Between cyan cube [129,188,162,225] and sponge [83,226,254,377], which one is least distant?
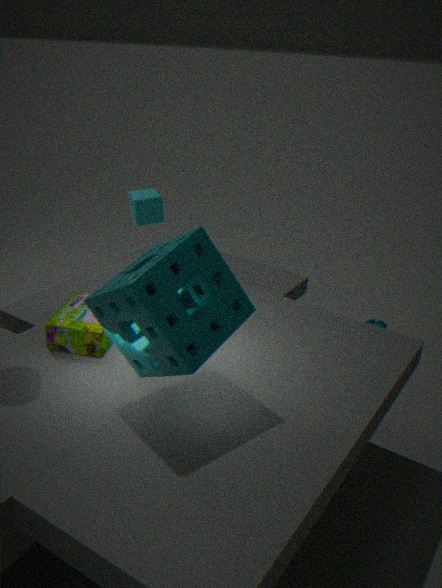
sponge [83,226,254,377]
